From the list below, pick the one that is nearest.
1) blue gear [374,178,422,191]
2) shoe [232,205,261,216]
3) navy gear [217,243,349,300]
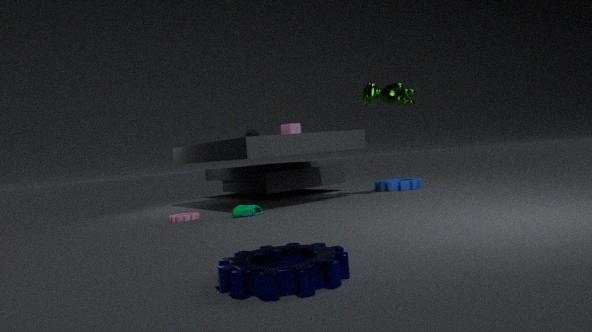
3. navy gear [217,243,349,300]
